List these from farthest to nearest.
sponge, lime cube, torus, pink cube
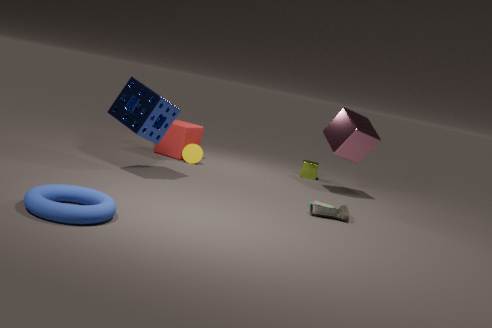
1. lime cube
2. pink cube
3. sponge
4. torus
